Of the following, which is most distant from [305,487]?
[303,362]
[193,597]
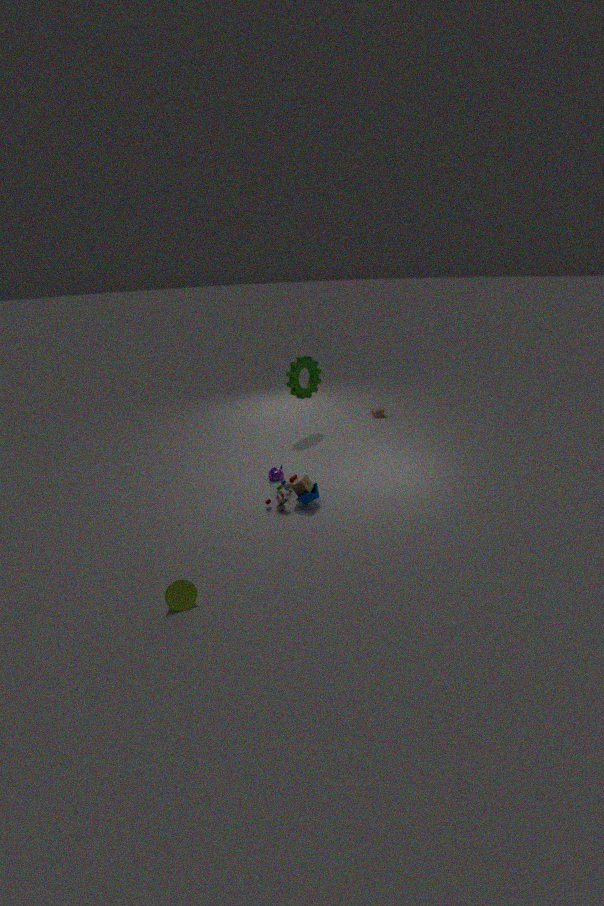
[303,362]
